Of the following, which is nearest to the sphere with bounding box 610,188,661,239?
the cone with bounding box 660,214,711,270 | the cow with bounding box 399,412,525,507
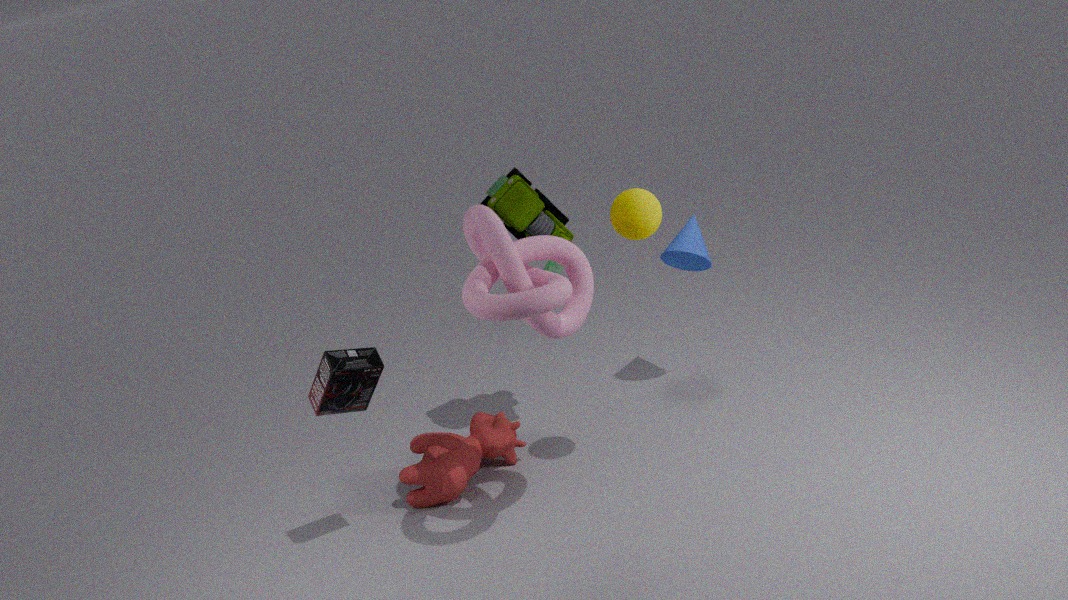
the cone with bounding box 660,214,711,270
